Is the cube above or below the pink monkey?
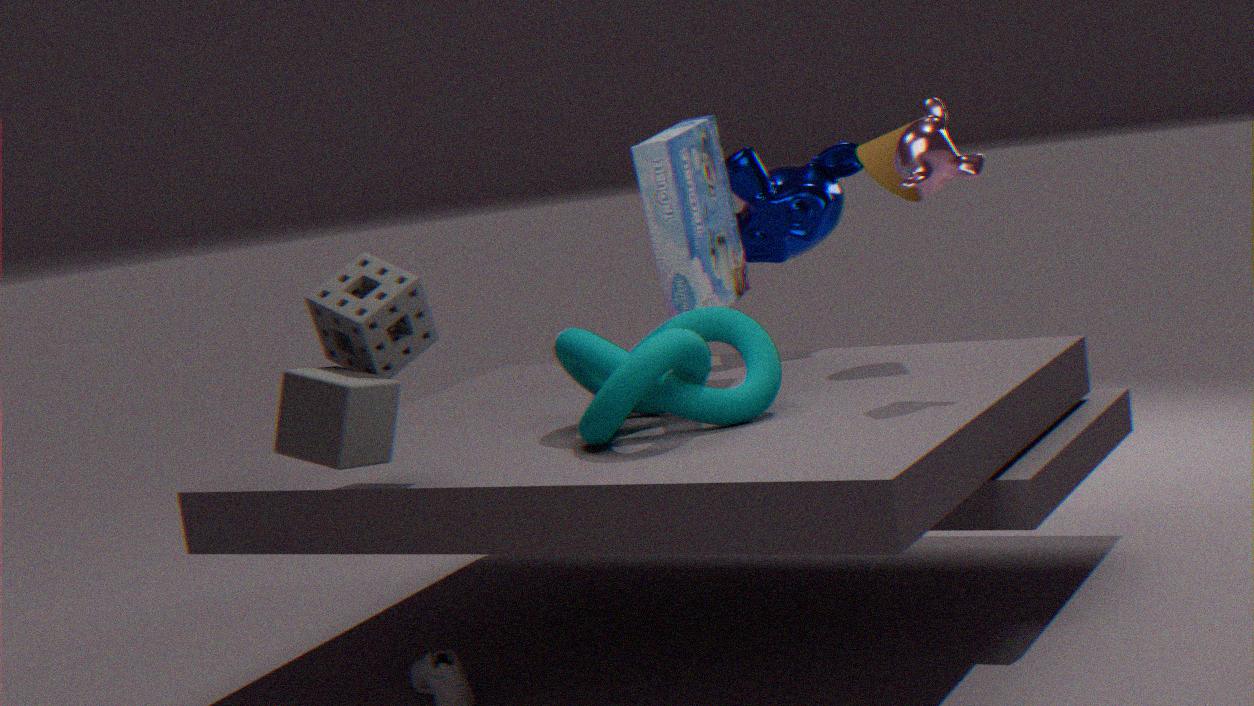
below
